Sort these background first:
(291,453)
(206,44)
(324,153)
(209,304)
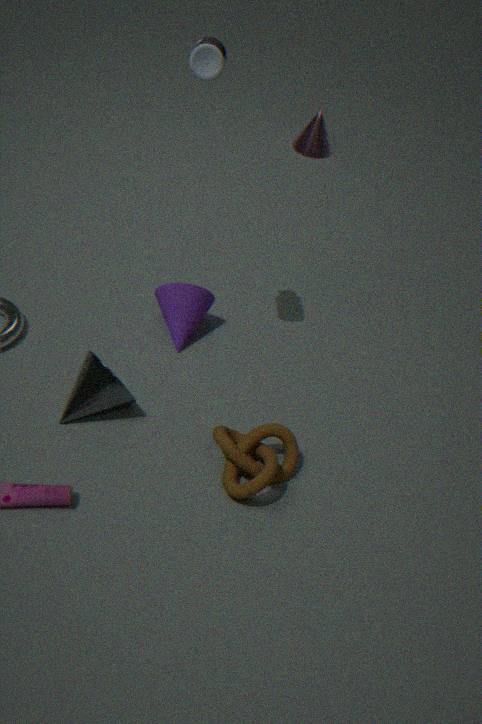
(324,153) → (209,304) → (291,453) → (206,44)
